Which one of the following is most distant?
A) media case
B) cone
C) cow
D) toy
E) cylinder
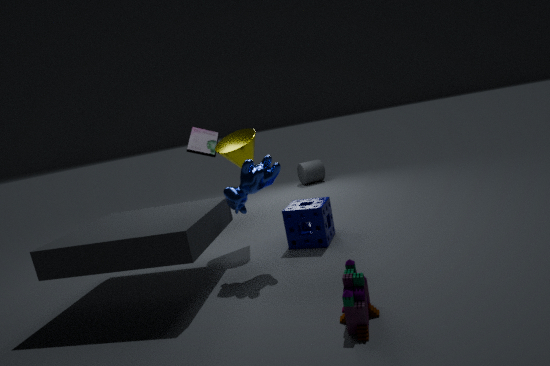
cylinder
